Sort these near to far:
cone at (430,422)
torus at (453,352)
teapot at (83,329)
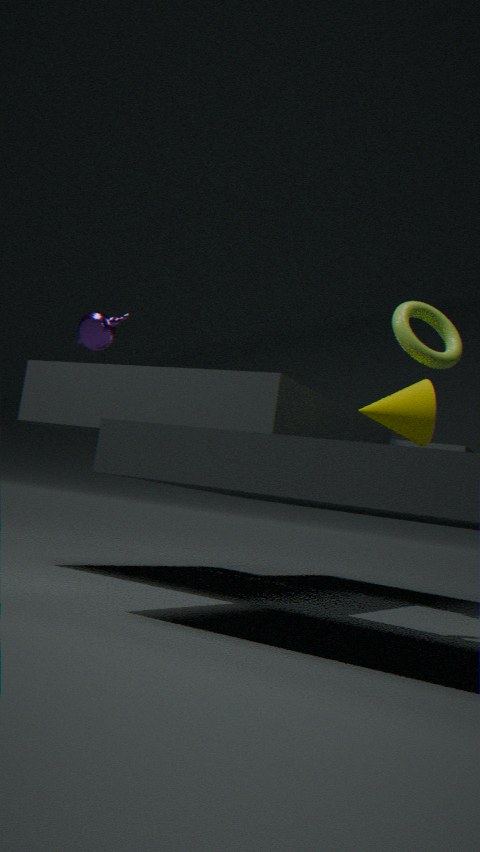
1. cone at (430,422)
2. torus at (453,352)
3. teapot at (83,329)
